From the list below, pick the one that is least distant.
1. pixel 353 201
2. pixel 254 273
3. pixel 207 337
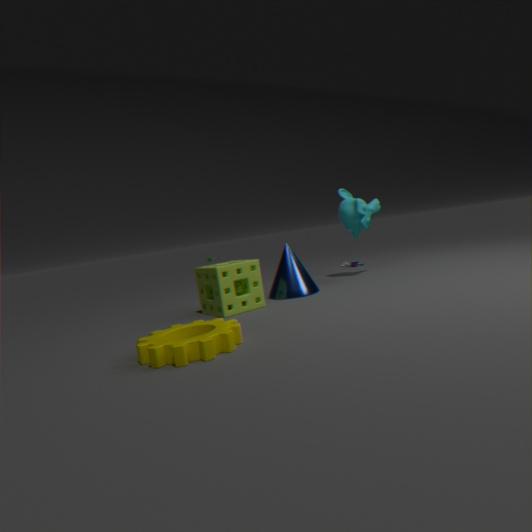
pixel 207 337
